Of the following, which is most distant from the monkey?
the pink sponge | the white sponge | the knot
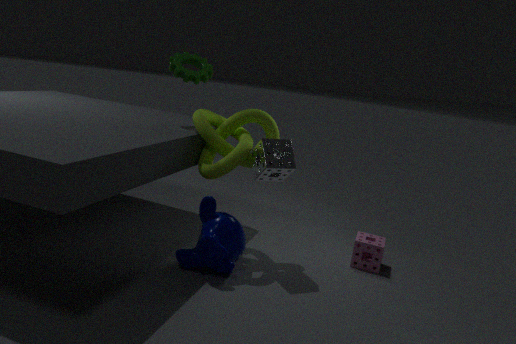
the pink sponge
